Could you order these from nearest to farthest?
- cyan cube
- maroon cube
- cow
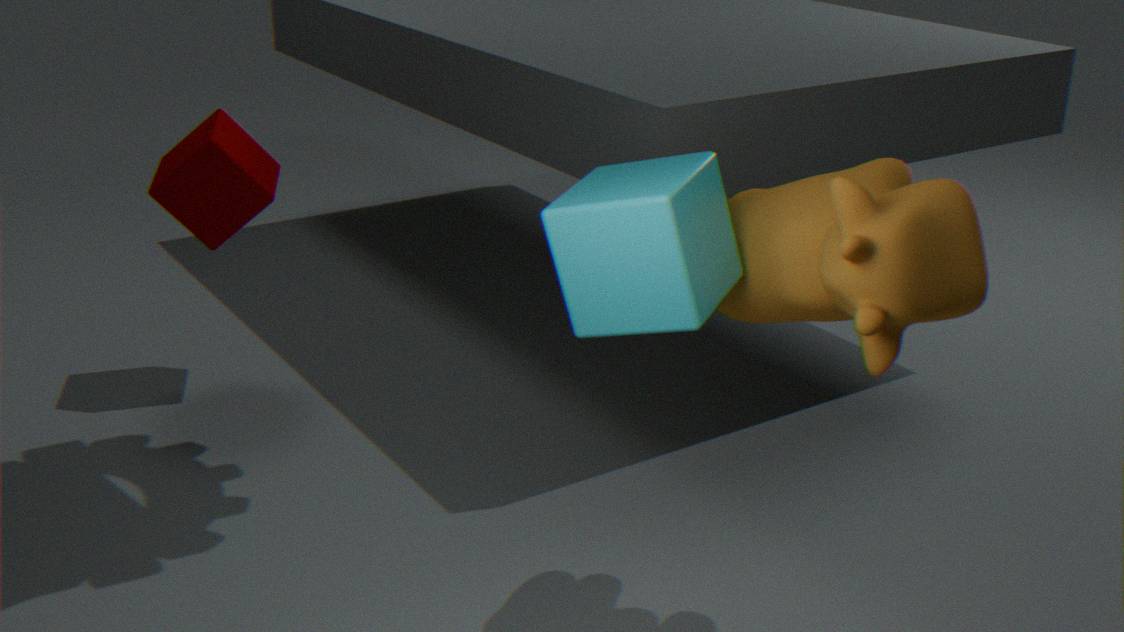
1. cow
2. cyan cube
3. maroon cube
